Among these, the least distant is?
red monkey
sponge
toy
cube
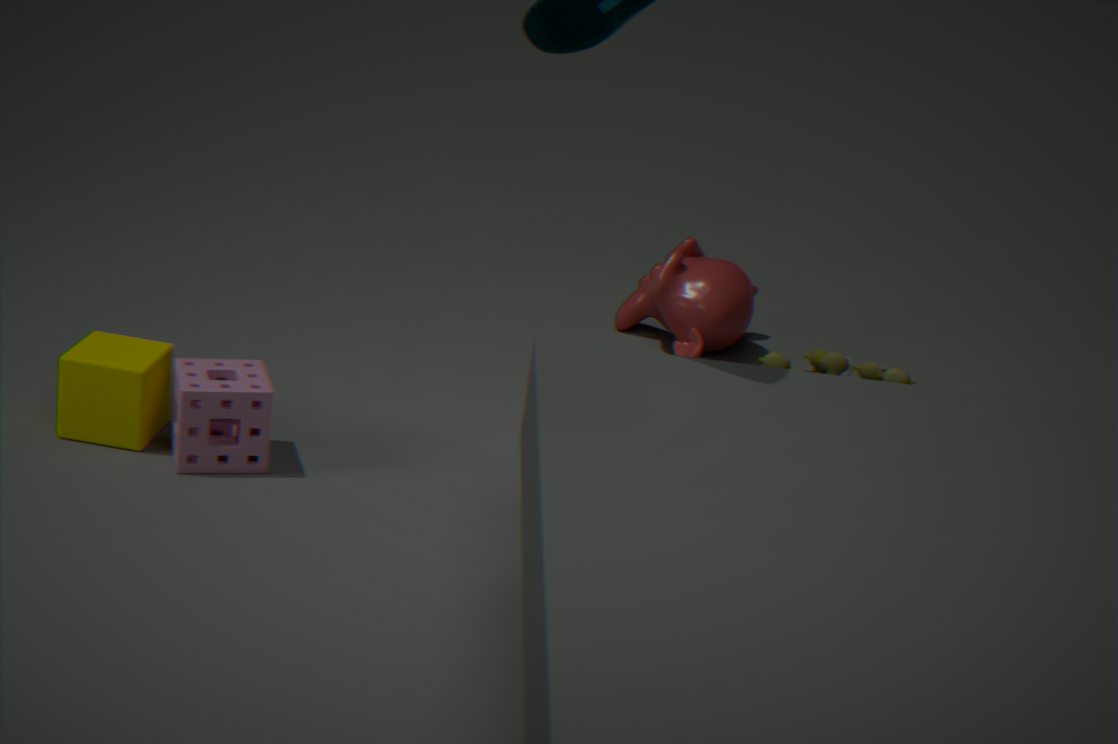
sponge
